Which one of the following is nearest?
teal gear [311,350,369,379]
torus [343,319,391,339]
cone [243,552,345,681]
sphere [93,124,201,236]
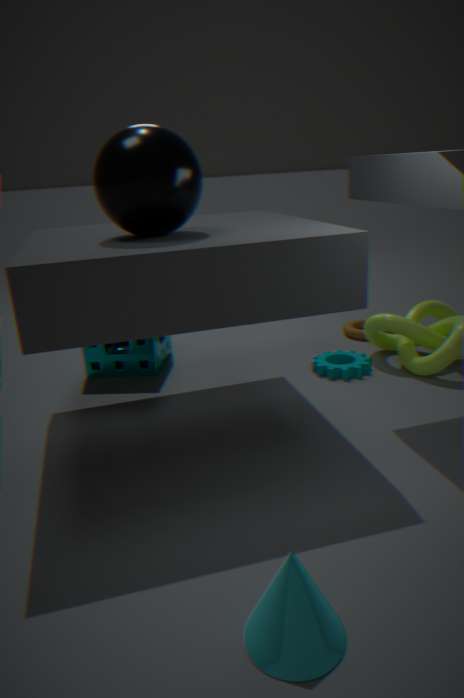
cone [243,552,345,681]
